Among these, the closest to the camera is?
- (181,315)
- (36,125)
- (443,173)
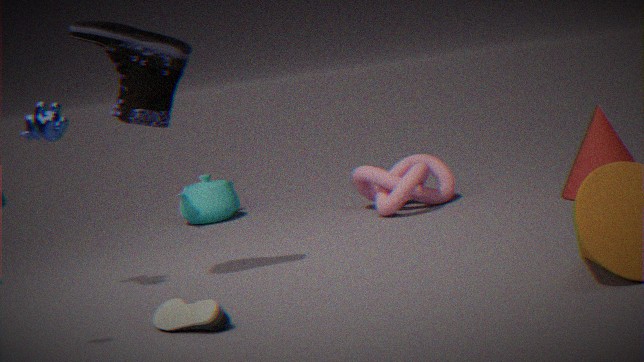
(181,315)
